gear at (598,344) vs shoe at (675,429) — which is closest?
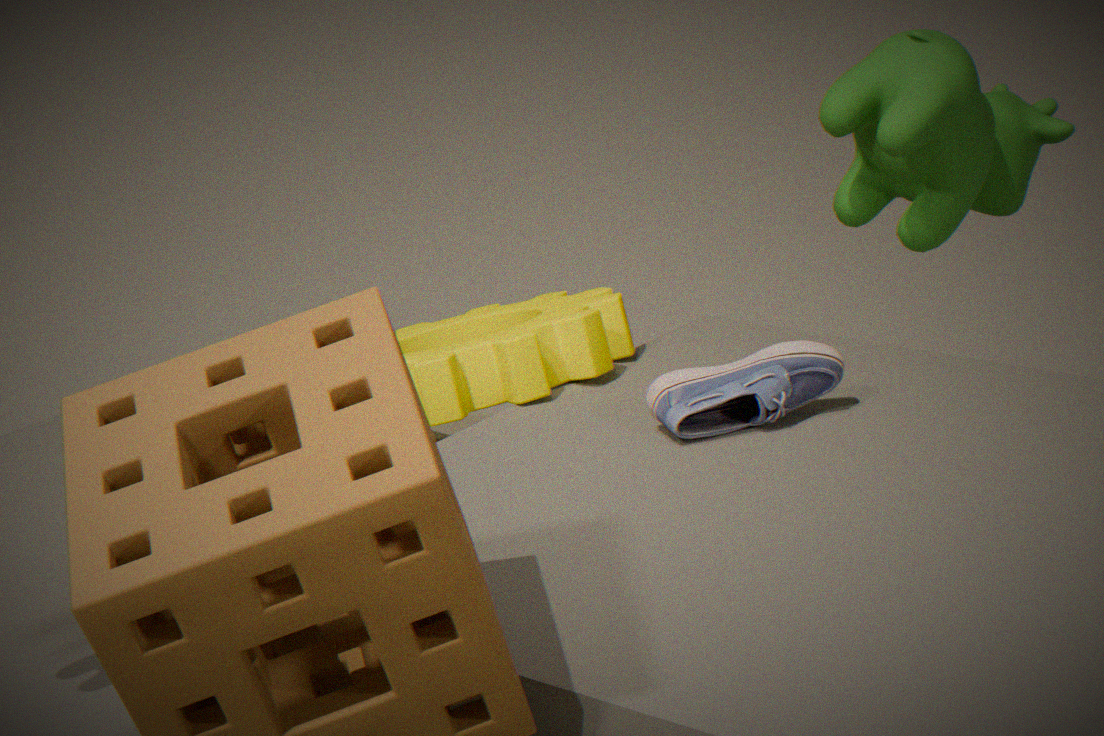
shoe at (675,429)
